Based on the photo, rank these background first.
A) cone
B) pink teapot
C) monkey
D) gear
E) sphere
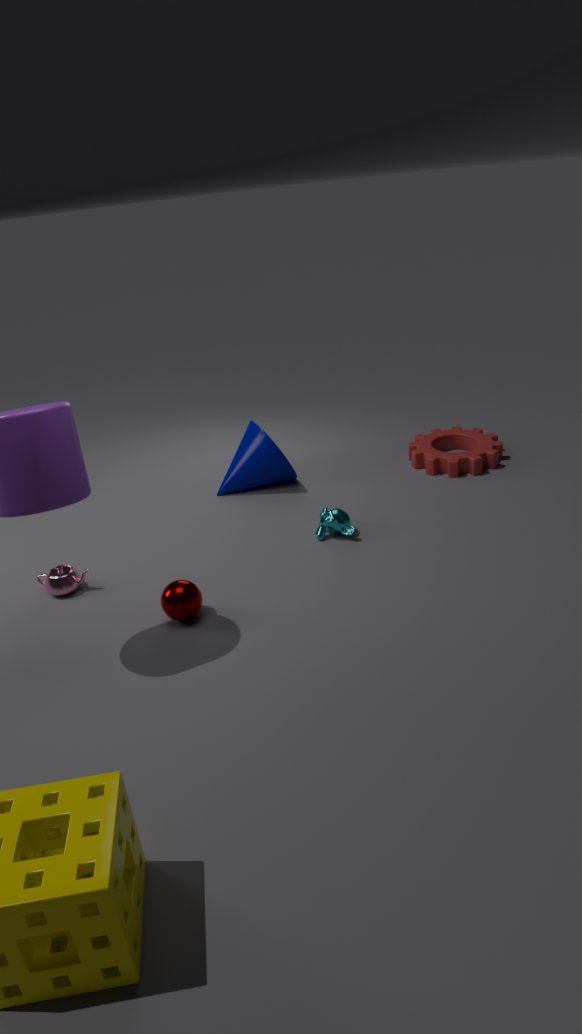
gear < cone < monkey < pink teapot < sphere
